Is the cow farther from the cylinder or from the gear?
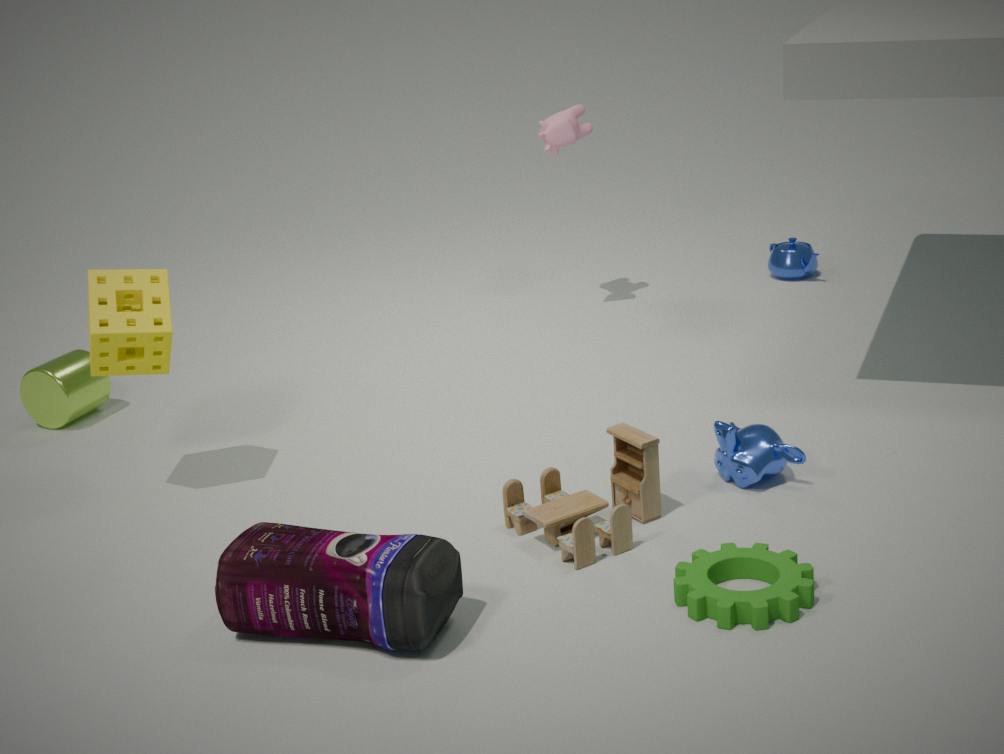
the gear
